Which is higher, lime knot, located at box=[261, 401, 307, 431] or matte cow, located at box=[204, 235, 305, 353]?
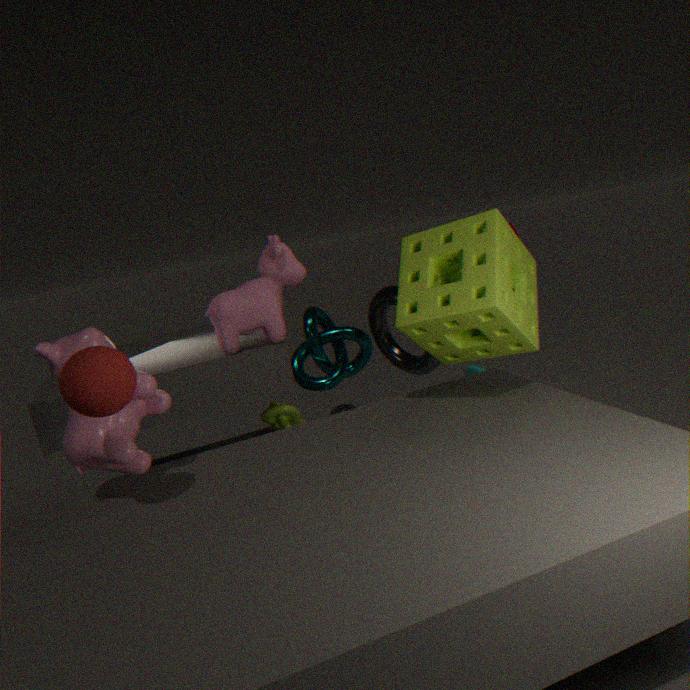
matte cow, located at box=[204, 235, 305, 353]
